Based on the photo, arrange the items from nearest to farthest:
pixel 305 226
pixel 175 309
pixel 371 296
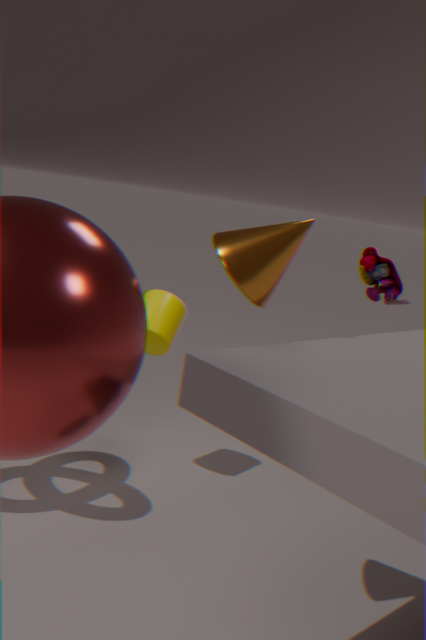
pixel 305 226 → pixel 175 309 → pixel 371 296
